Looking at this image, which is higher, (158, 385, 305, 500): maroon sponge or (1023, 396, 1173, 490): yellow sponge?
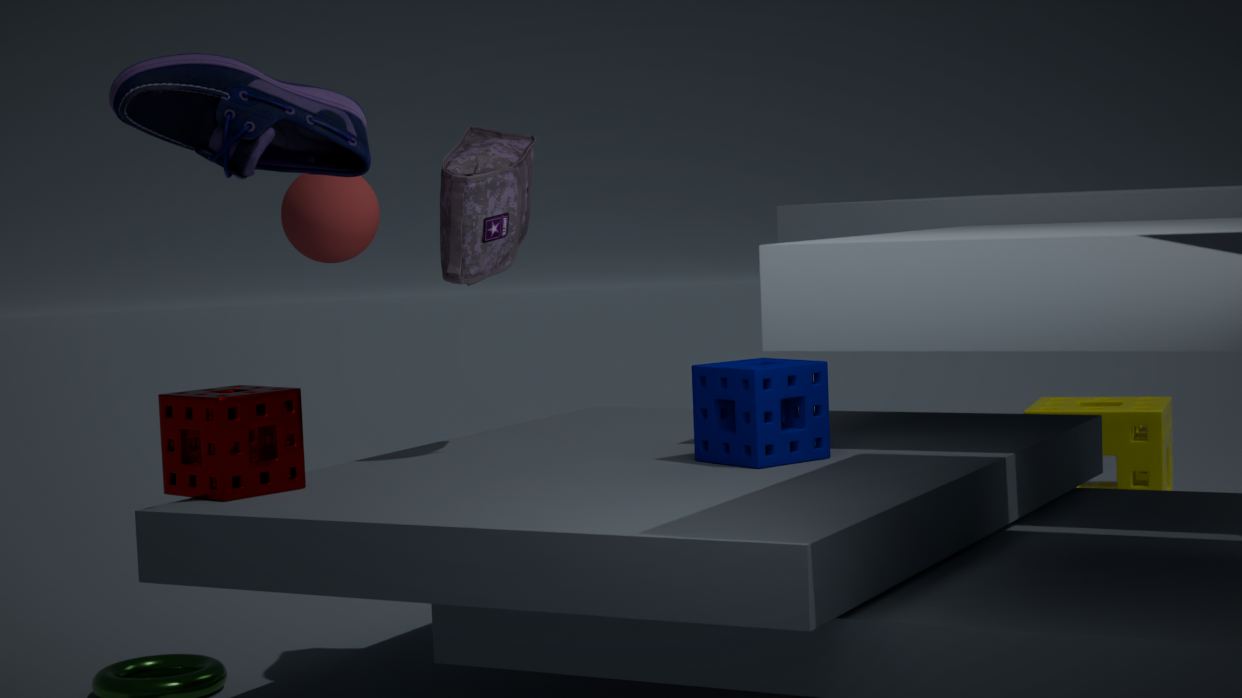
(158, 385, 305, 500): maroon sponge
